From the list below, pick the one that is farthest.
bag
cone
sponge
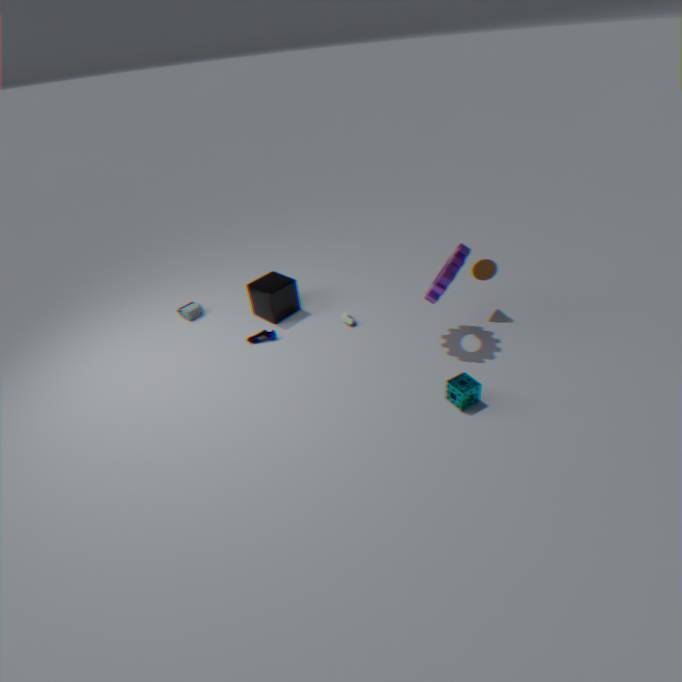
bag
